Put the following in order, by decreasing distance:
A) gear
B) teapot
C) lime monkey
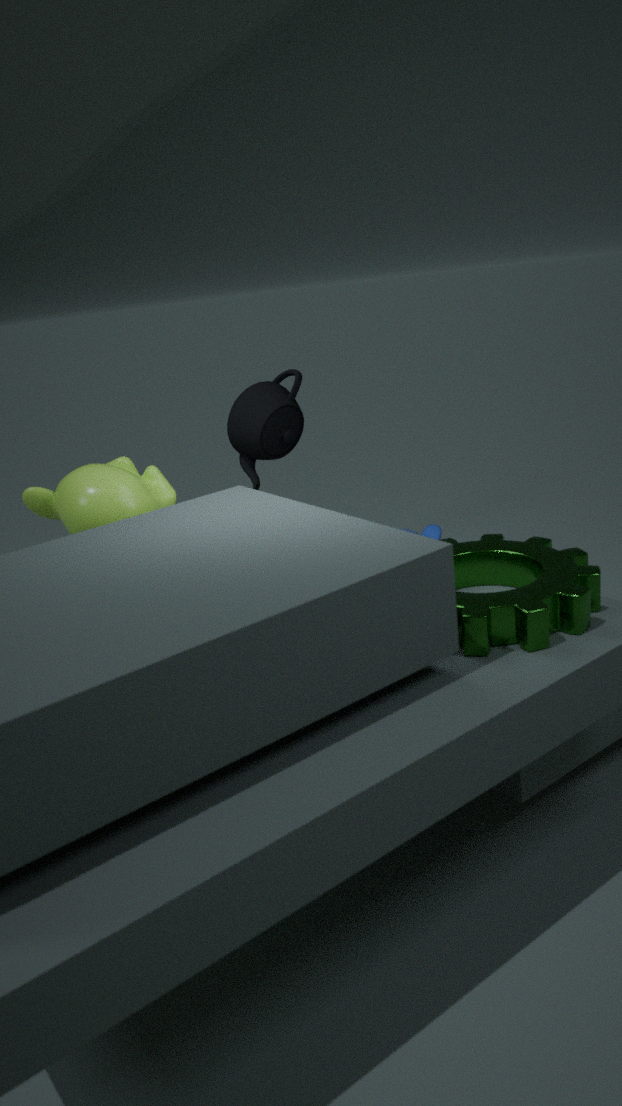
teapot, lime monkey, gear
